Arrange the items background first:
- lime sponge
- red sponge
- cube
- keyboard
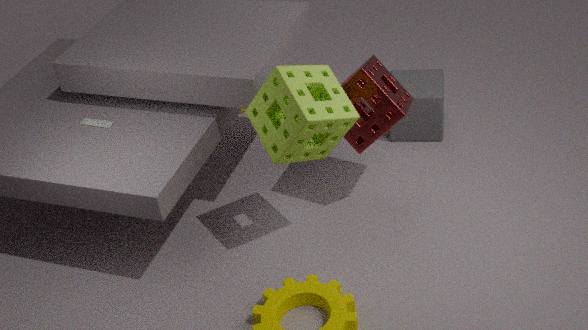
cube
keyboard
red sponge
lime sponge
